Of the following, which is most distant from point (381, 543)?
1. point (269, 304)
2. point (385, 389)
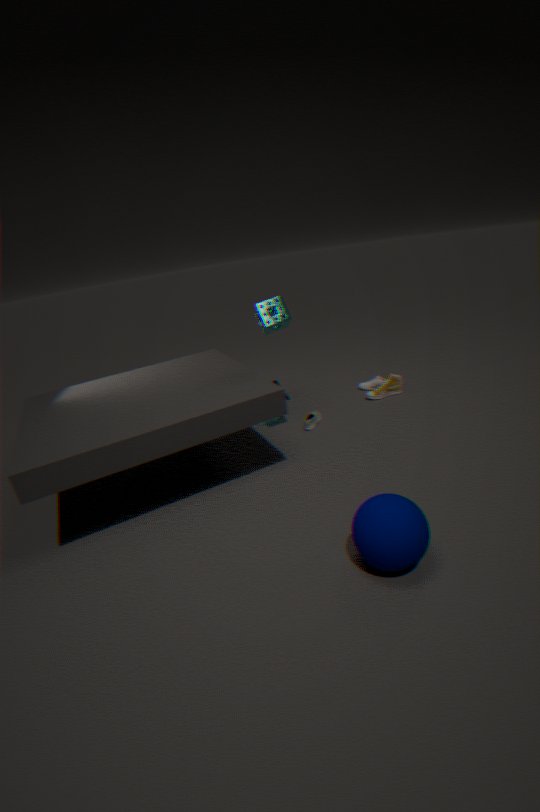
point (385, 389)
